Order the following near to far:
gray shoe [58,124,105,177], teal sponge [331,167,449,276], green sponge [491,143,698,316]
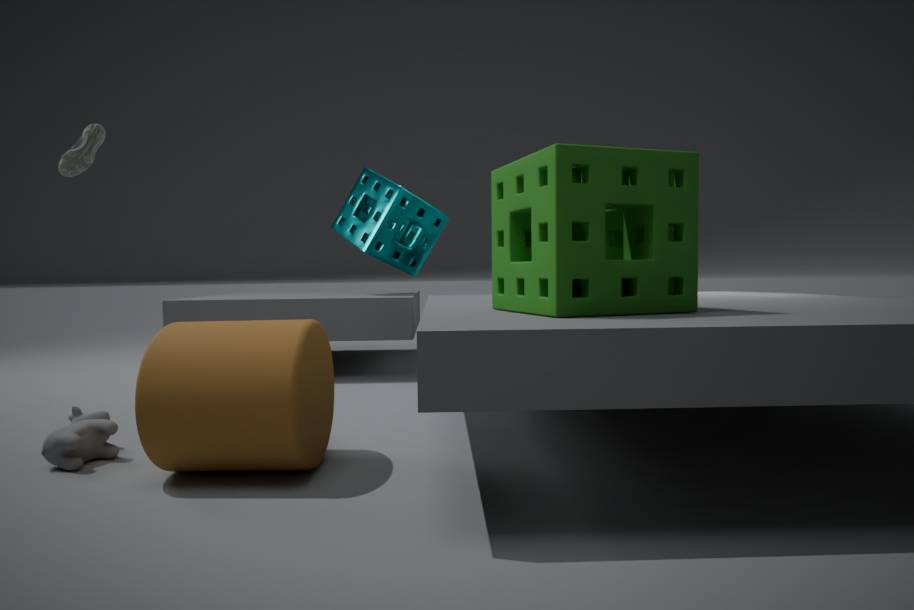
green sponge [491,143,698,316]
gray shoe [58,124,105,177]
teal sponge [331,167,449,276]
